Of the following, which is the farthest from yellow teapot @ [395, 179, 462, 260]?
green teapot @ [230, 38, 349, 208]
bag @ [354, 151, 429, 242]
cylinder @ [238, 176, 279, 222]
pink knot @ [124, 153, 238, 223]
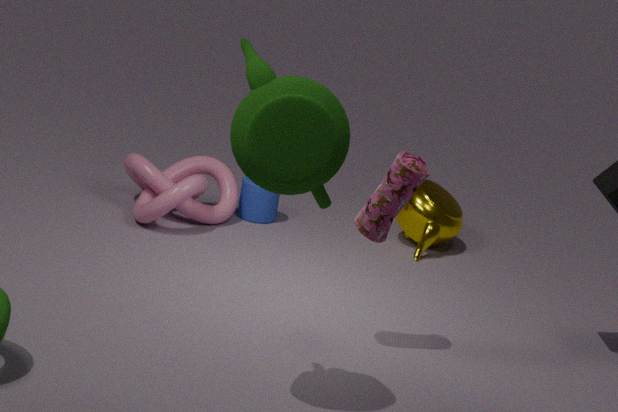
green teapot @ [230, 38, 349, 208]
